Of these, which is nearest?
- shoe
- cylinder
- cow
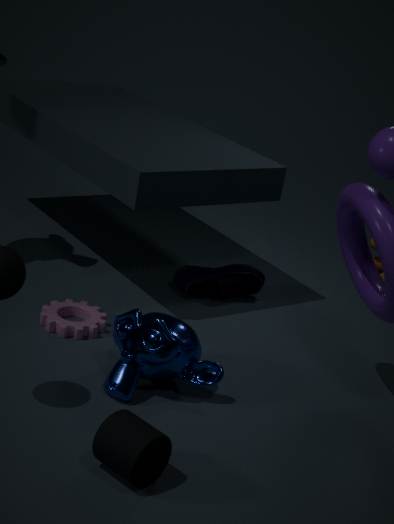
cylinder
